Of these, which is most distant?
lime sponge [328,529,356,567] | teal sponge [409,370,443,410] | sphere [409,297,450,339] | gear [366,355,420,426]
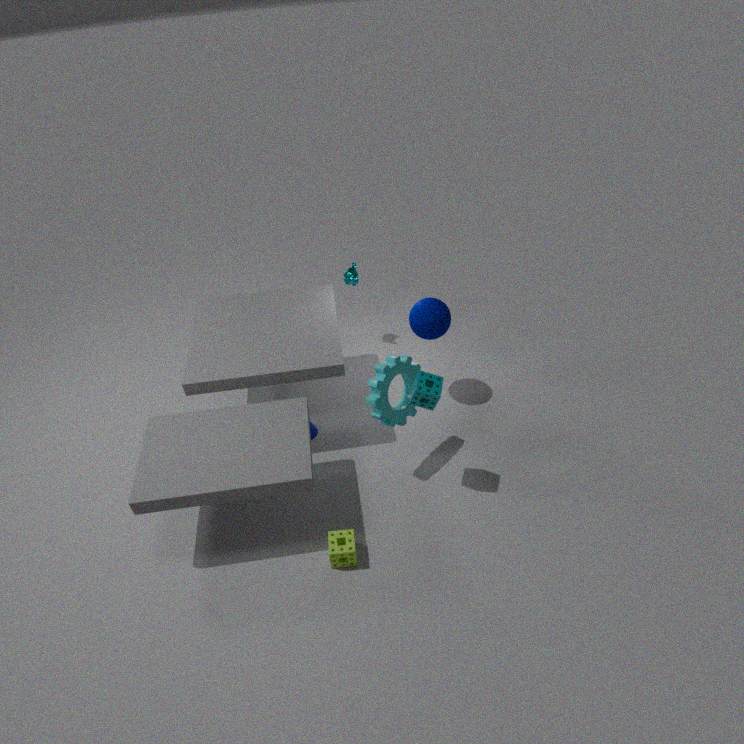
sphere [409,297,450,339]
